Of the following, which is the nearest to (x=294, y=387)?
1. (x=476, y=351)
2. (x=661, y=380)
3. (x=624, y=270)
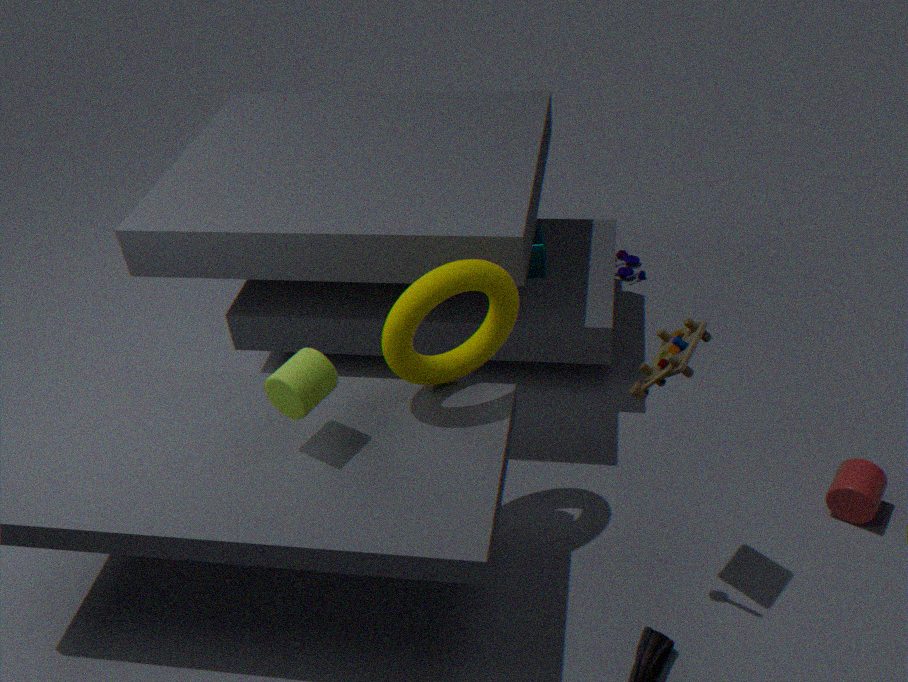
(x=476, y=351)
